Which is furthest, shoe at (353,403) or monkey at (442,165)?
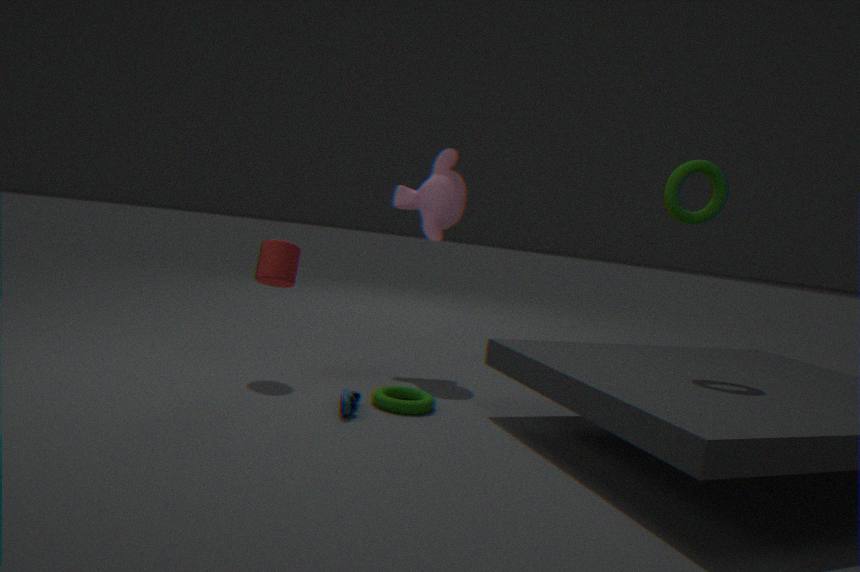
monkey at (442,165)
